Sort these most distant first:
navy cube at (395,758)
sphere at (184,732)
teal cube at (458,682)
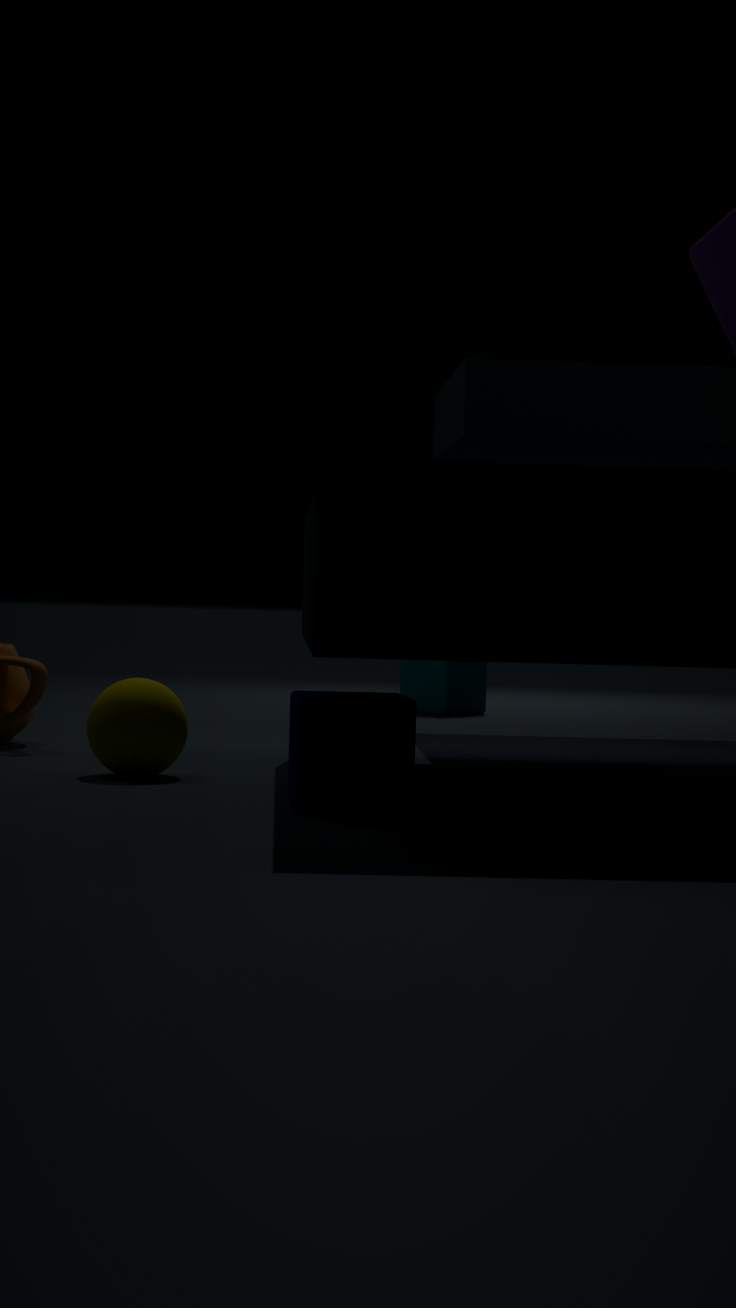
teal cube at (458,682)
sphere at (184,732)
navy cube at (395,758)
